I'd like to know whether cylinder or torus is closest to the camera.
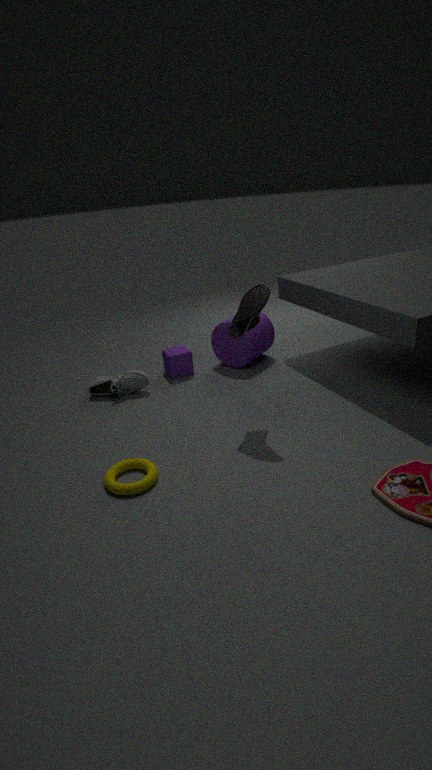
torus
